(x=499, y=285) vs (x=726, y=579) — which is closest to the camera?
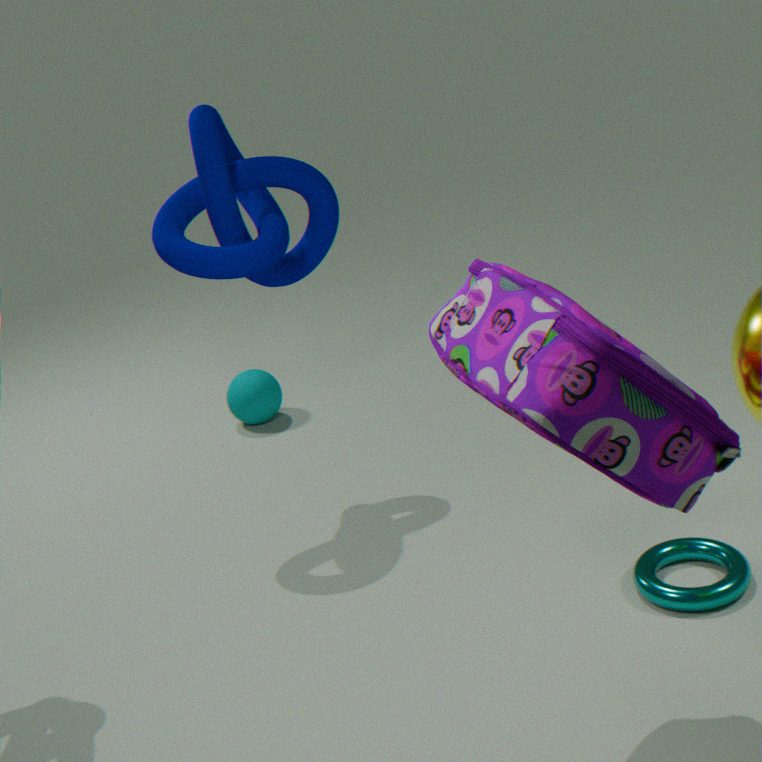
(x=499, y=285)
